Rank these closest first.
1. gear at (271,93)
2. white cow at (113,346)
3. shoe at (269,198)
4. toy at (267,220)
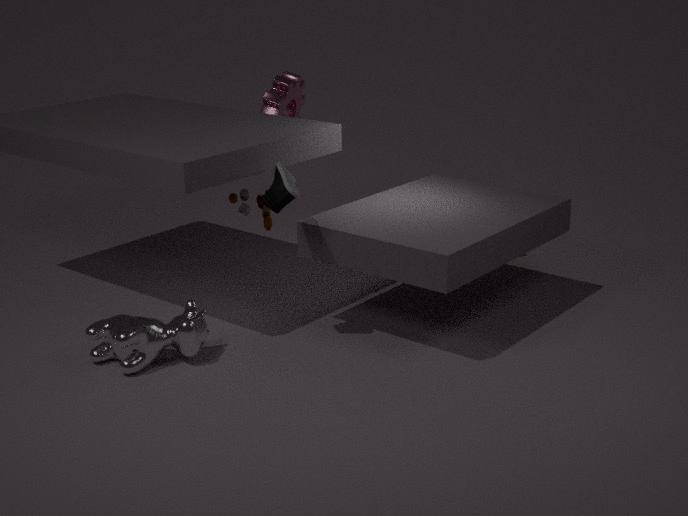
white cow at (113,346) < shoe at (269,198) < toy at (267,220) < gear at (271,93)
